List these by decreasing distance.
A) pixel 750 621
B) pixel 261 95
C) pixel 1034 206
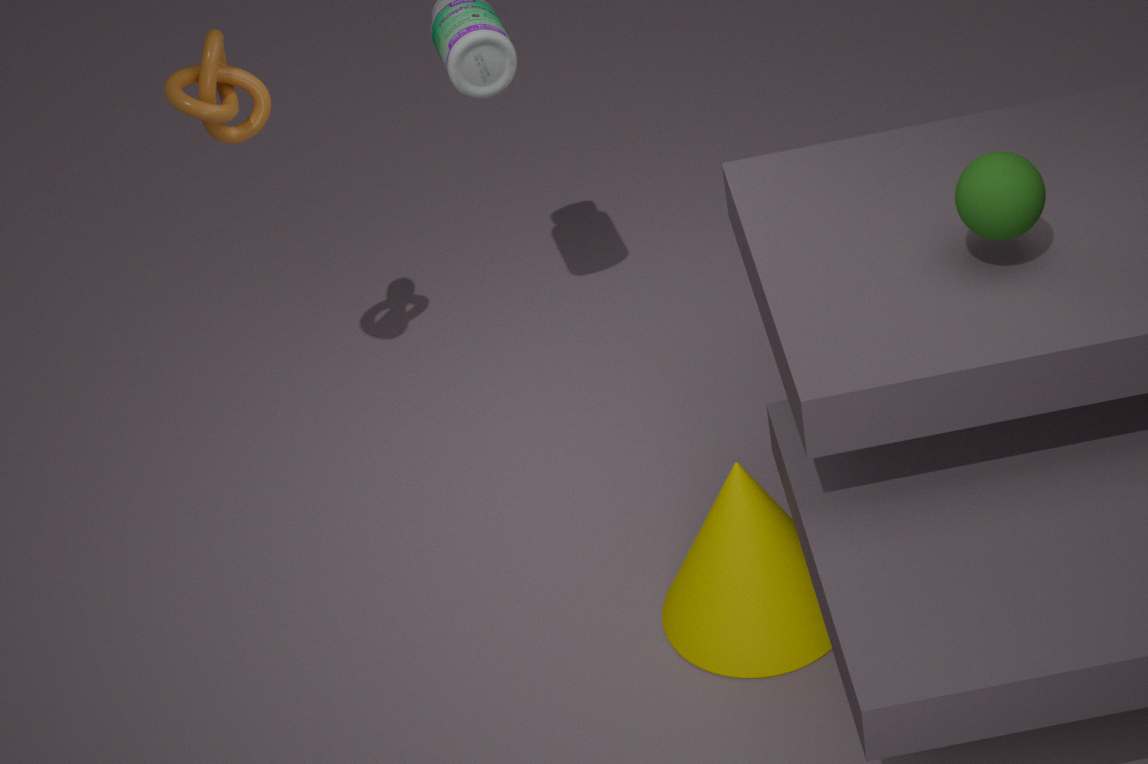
1. pixel 261 95
2. pixel 750 621
3. pixel 1034 206
